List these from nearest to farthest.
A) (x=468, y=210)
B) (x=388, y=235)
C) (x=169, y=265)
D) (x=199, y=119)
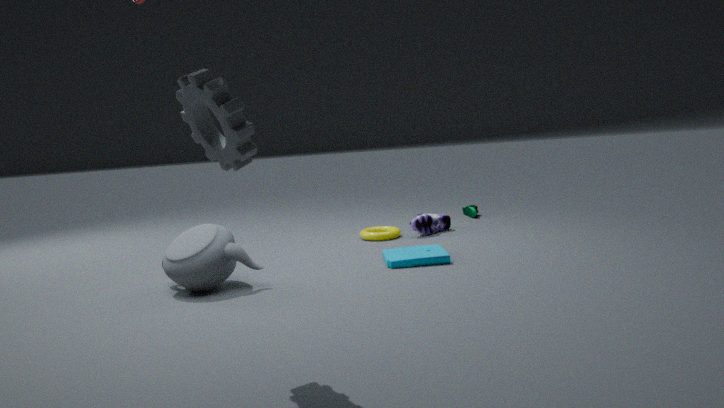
(x=199, y=119), (x=169, y=265), (x=388, y=235), (x=468, y=210)
